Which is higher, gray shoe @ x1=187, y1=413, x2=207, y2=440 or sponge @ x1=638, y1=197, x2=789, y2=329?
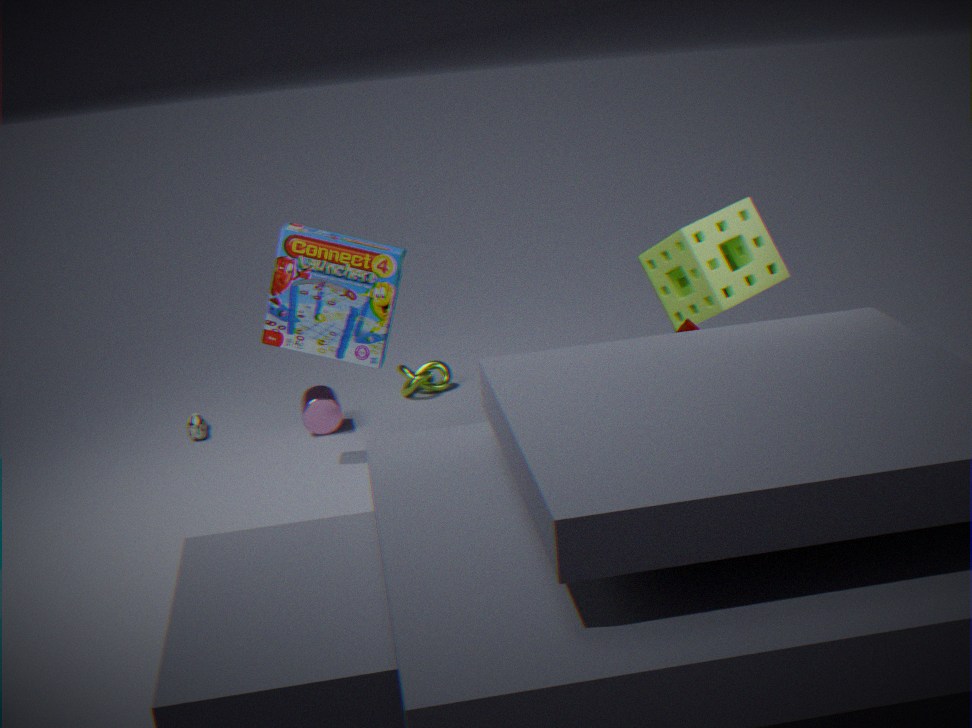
sponge @ x1=638, y1=197, x2=789, y2=329
